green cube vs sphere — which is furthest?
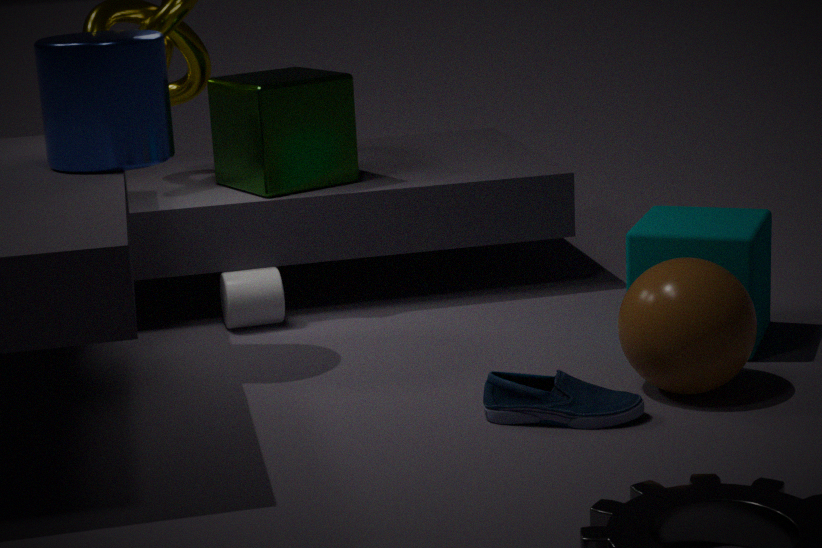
green cube
